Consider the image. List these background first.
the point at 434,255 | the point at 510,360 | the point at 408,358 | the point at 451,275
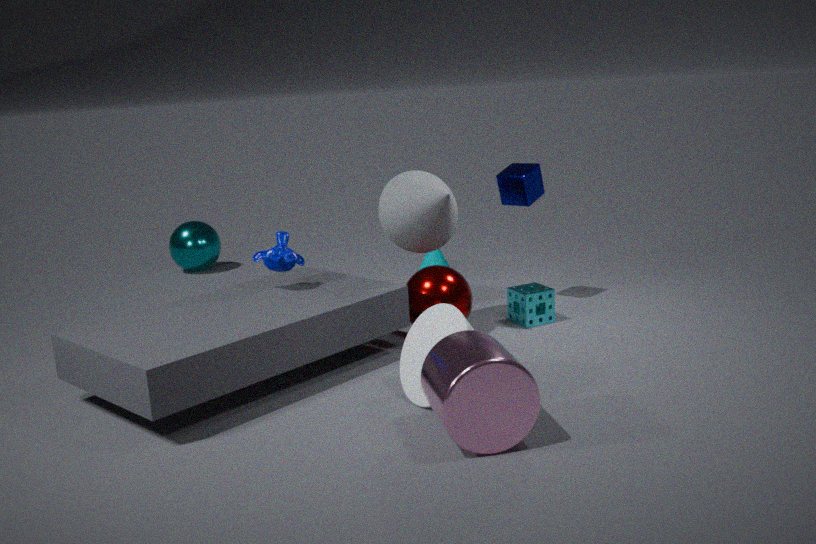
the point at 434,255
the point at 451,275
the point at 408,358
the point at 510,360
